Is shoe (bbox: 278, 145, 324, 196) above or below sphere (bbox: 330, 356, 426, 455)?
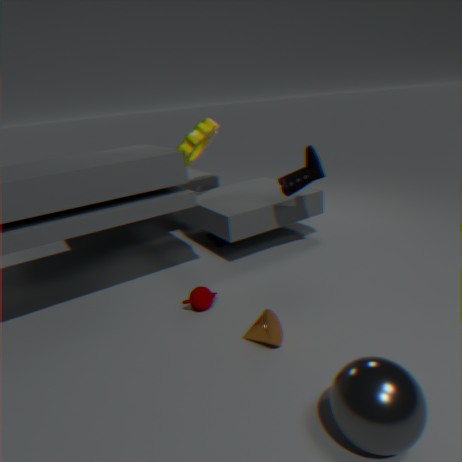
above
